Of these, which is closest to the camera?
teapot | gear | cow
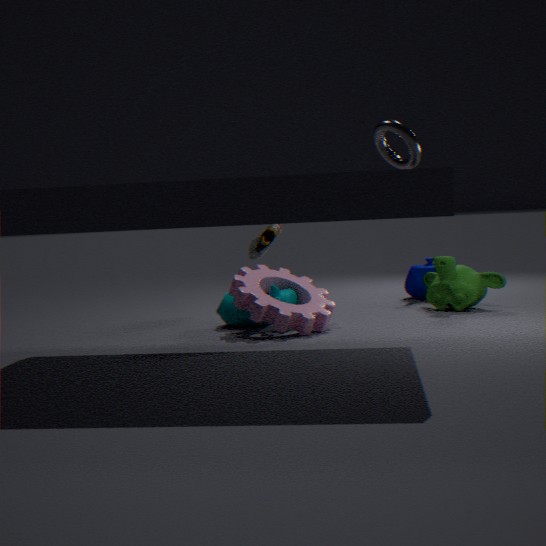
gear
